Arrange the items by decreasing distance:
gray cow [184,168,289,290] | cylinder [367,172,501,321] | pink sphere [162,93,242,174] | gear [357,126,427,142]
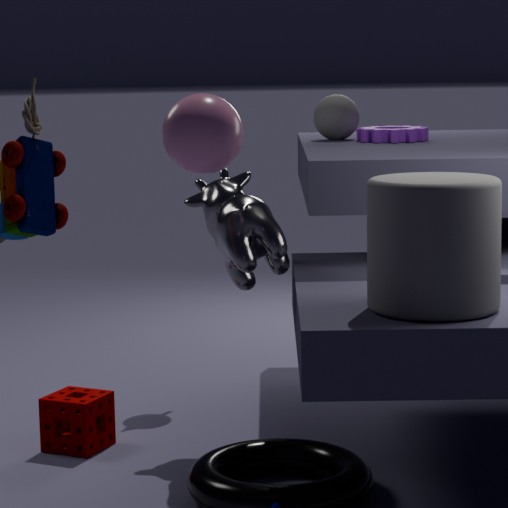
gear [357,126,427,142] → gray cow [184,168,289,290] → cylinder [367,172,501,321] → pink sphere [162,93,242,174]
